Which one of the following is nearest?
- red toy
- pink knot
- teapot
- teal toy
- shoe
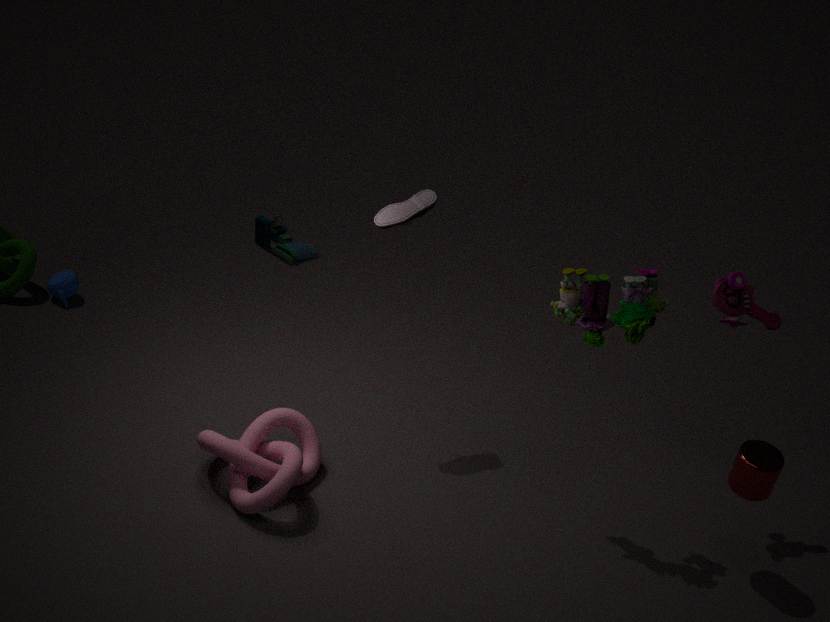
pink knot
